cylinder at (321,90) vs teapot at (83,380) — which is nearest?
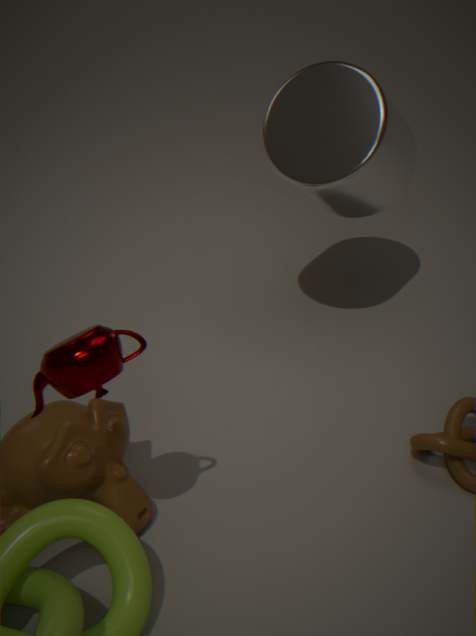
teapot at (83,380)
